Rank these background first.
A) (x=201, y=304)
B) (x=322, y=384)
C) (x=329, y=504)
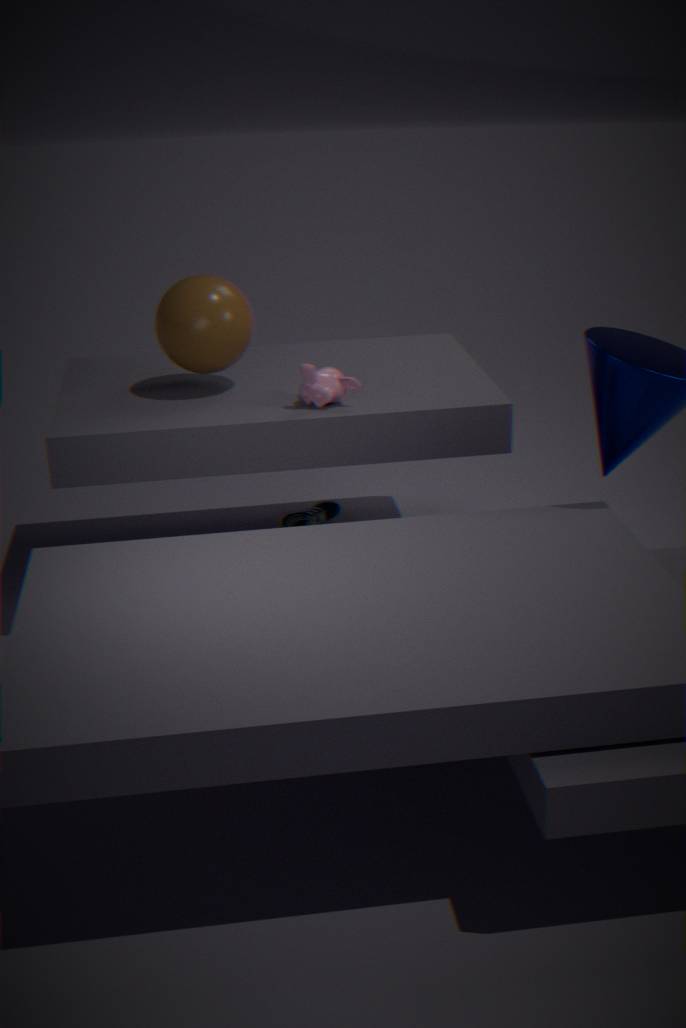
(x=329, y=504) < (x=201, y=304) < (x=322, y=384)
